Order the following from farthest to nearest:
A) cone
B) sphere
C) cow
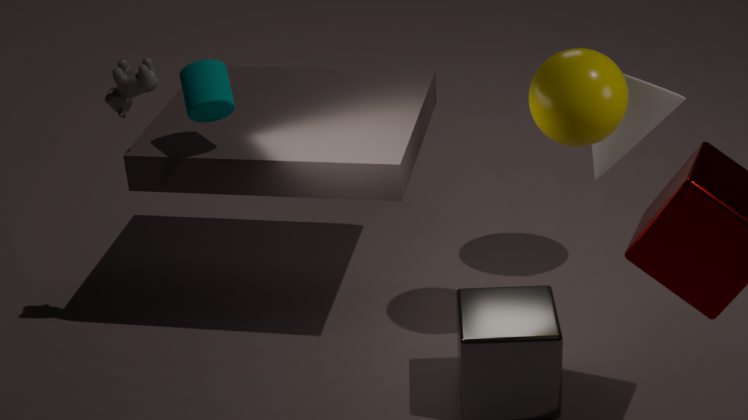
1. cone
2. cow
3. sphere
